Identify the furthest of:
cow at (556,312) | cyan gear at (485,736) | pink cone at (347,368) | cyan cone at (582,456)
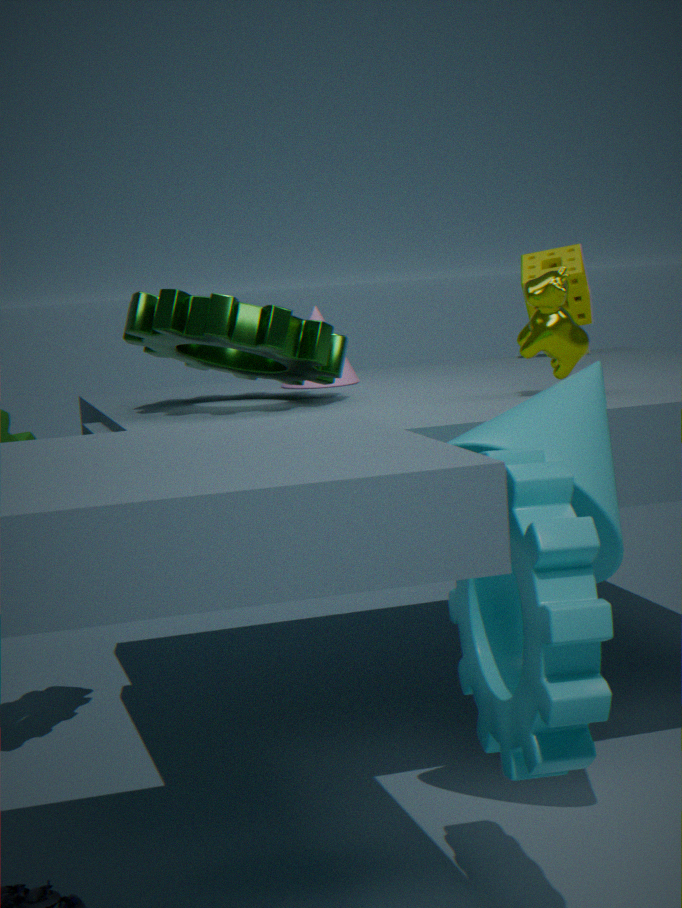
pink cone at (347,368)
